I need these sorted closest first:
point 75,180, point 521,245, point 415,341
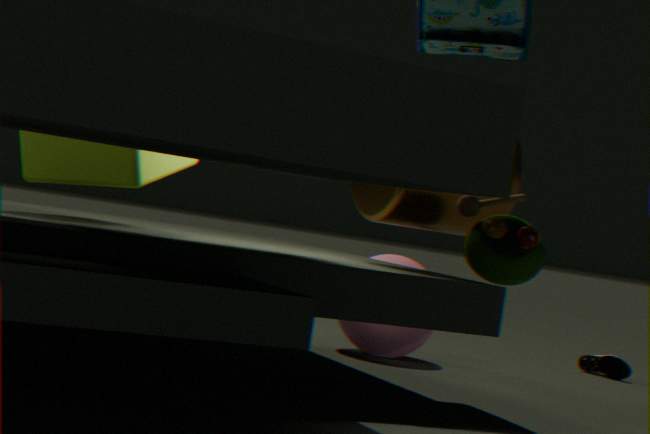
1. point 521,245
2. point 75,180
3. point 415,341
